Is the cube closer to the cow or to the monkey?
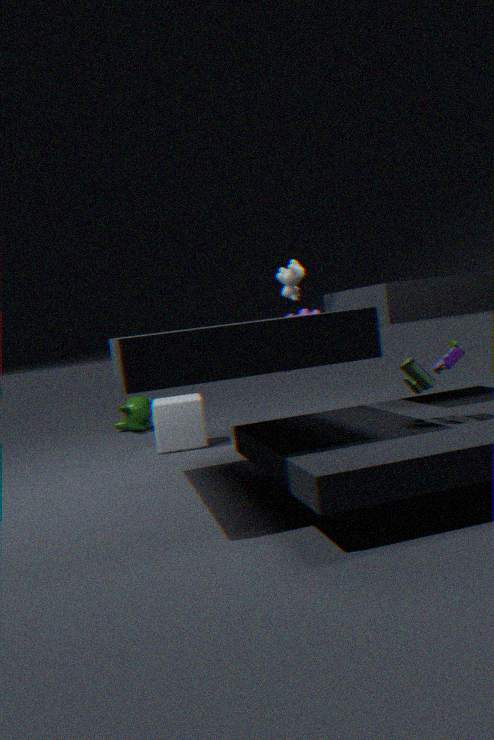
the monkey
